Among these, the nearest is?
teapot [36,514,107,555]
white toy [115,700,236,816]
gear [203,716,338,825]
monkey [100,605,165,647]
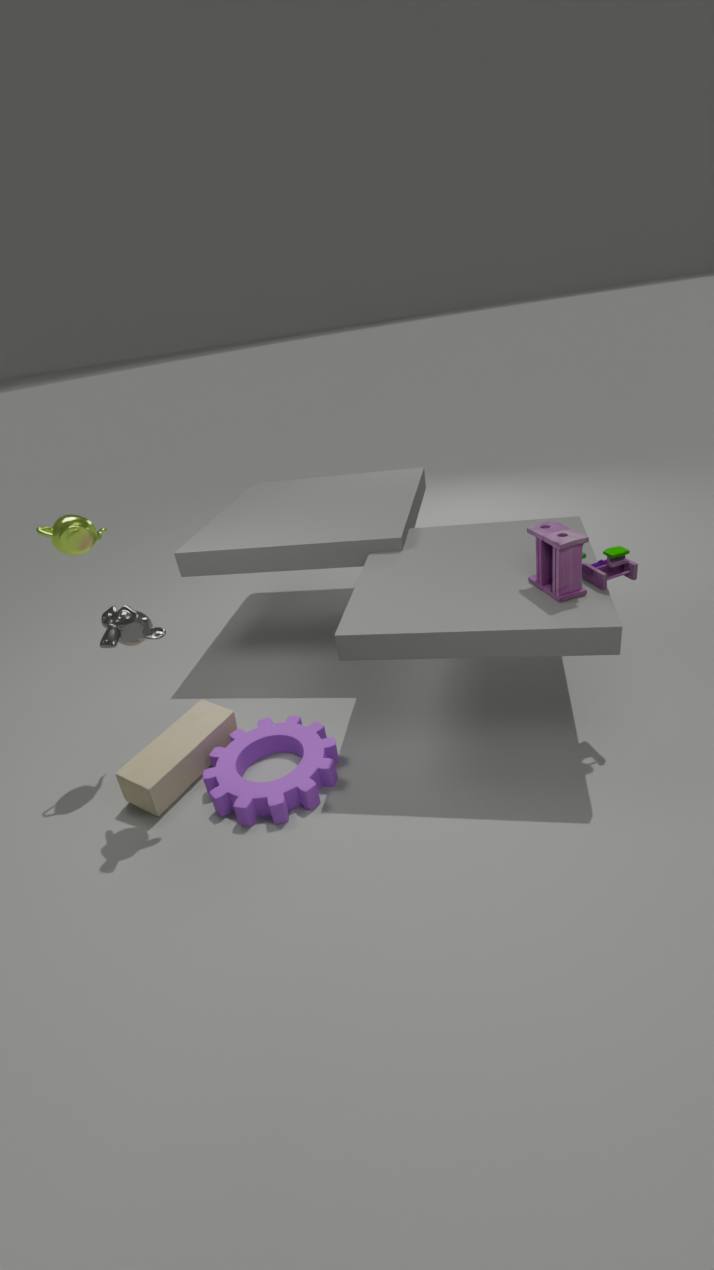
monkey [100,605,165,647]
